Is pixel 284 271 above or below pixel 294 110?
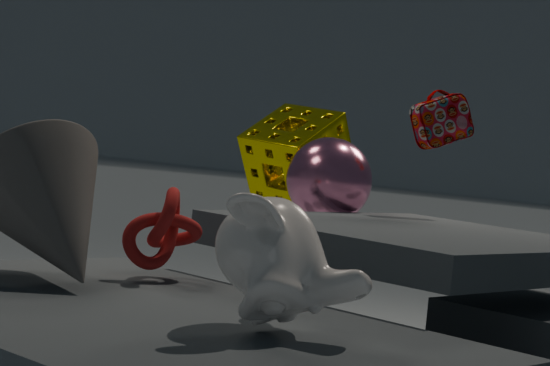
below
